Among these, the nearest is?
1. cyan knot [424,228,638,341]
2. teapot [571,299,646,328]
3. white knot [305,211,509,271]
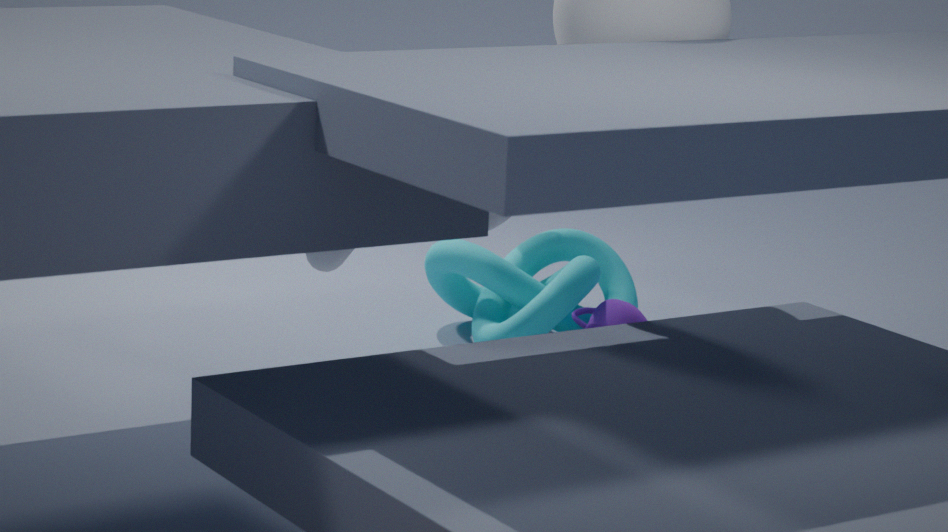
white knot [305,211,509,271]
